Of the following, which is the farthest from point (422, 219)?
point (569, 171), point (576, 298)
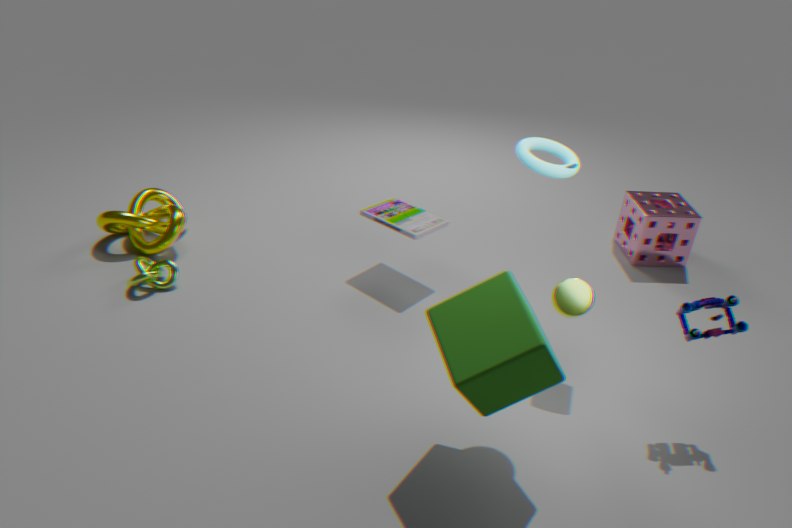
point (569, 171)
